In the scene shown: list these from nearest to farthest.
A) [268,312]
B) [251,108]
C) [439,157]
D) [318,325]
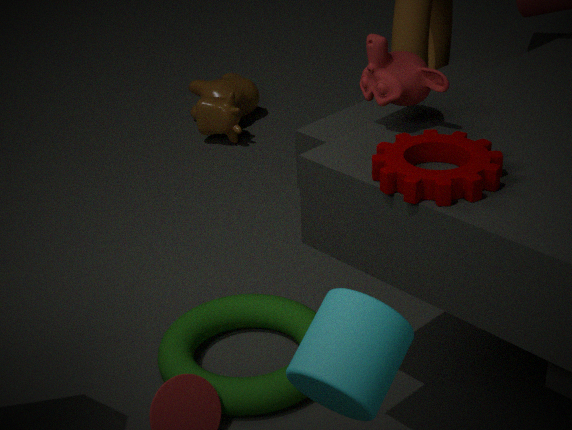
[318,325], [439,157], [268,312], [251,108]
